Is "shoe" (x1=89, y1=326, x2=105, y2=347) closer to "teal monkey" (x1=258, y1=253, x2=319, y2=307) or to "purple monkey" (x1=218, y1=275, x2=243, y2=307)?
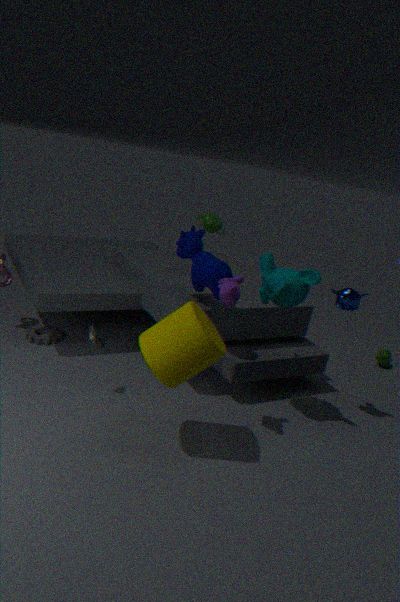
"purple monkey" (x1=218, y1=275, x2=243, y2=307)
